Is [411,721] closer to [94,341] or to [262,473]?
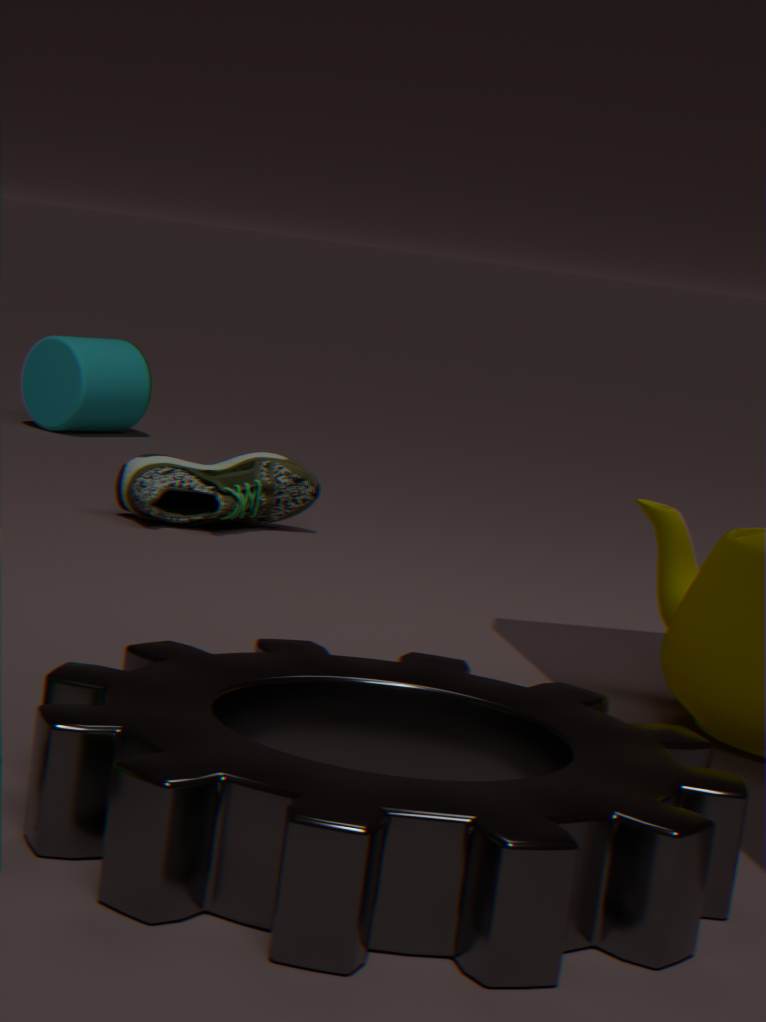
[262,473]
